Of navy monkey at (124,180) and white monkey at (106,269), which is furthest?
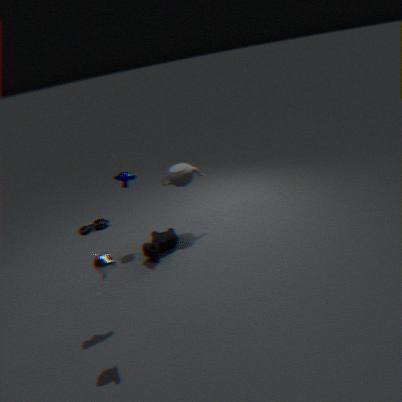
navy monkey at (124,180)
